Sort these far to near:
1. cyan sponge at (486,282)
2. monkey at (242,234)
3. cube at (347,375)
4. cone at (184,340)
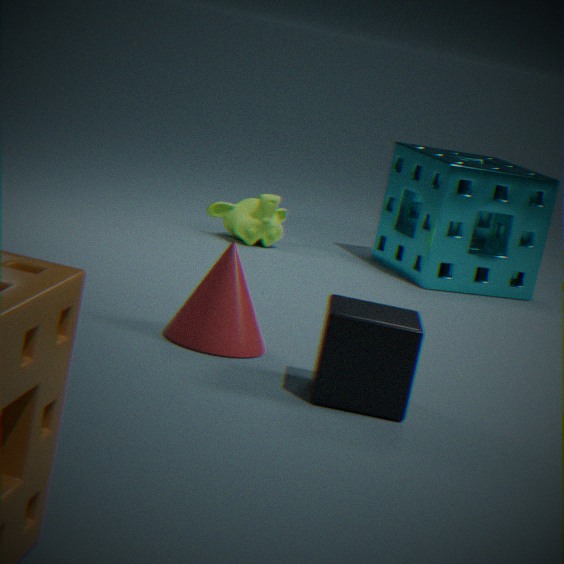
monkey at (242,234) < cyan sponge at (486,282) < cone at (184,340) < cube at (347,375)
